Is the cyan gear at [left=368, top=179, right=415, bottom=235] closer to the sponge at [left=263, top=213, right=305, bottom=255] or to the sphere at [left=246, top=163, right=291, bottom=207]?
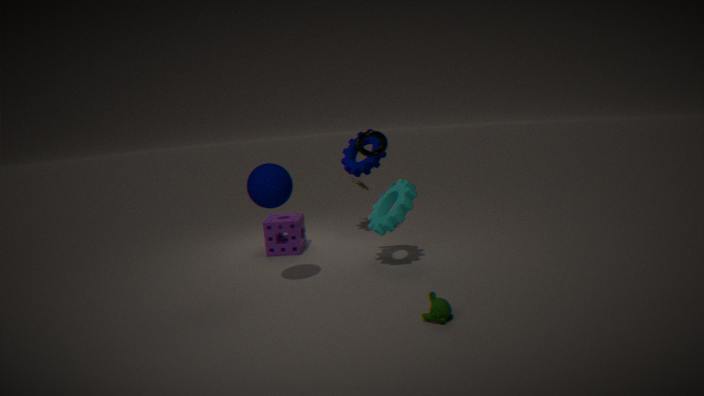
the sponge at [left=263, top=213, right=305, bottom=255]
